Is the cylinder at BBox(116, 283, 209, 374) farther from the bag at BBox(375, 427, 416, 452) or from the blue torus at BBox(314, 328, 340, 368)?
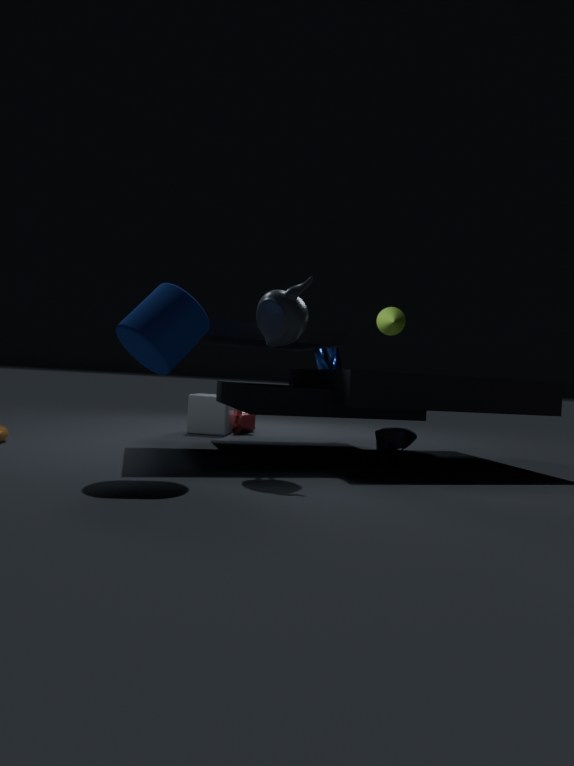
the bag at BBox(375, 427, 416, 452)
